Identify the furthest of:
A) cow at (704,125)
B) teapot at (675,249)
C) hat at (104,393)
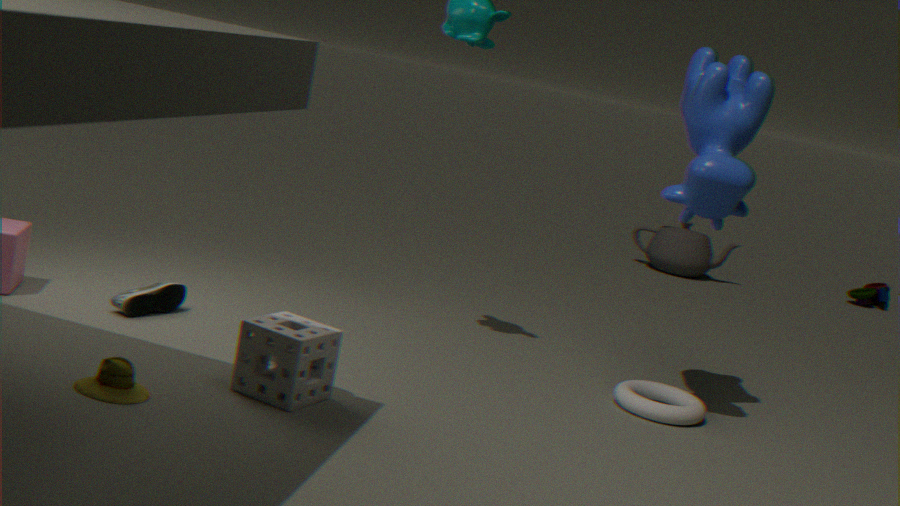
teapot at (675,249)
